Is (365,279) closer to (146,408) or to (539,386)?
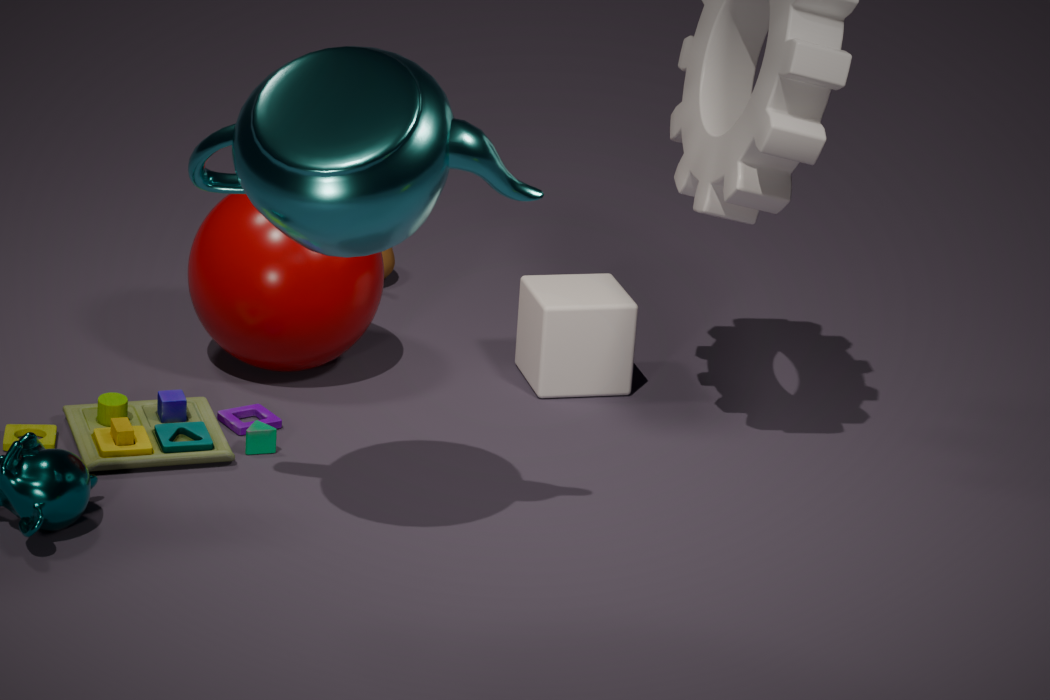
(146,408)
